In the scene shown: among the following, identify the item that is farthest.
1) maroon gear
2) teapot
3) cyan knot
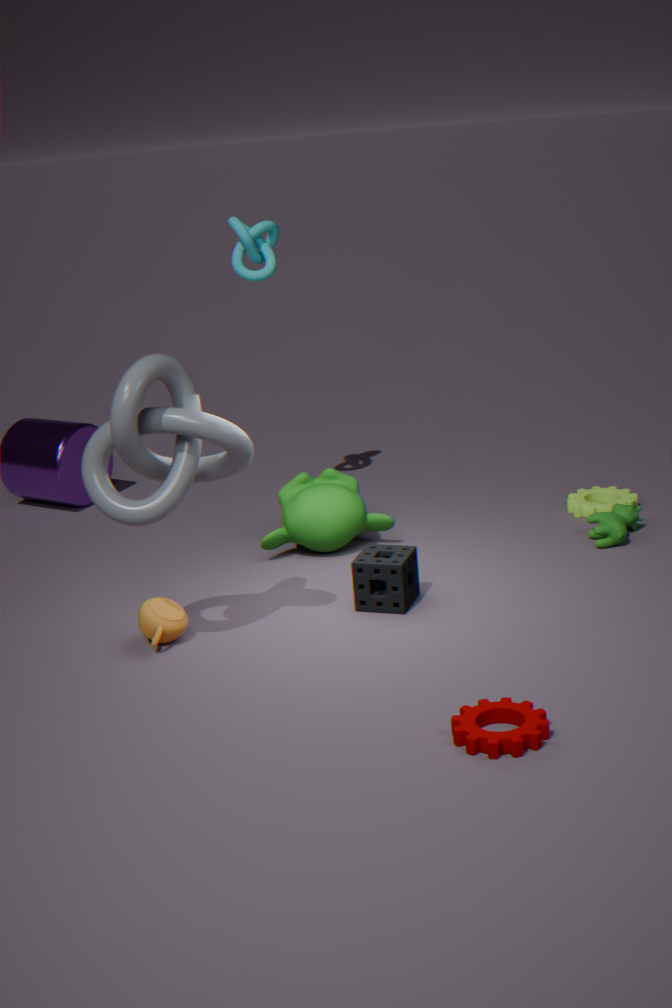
3. cyan knot
